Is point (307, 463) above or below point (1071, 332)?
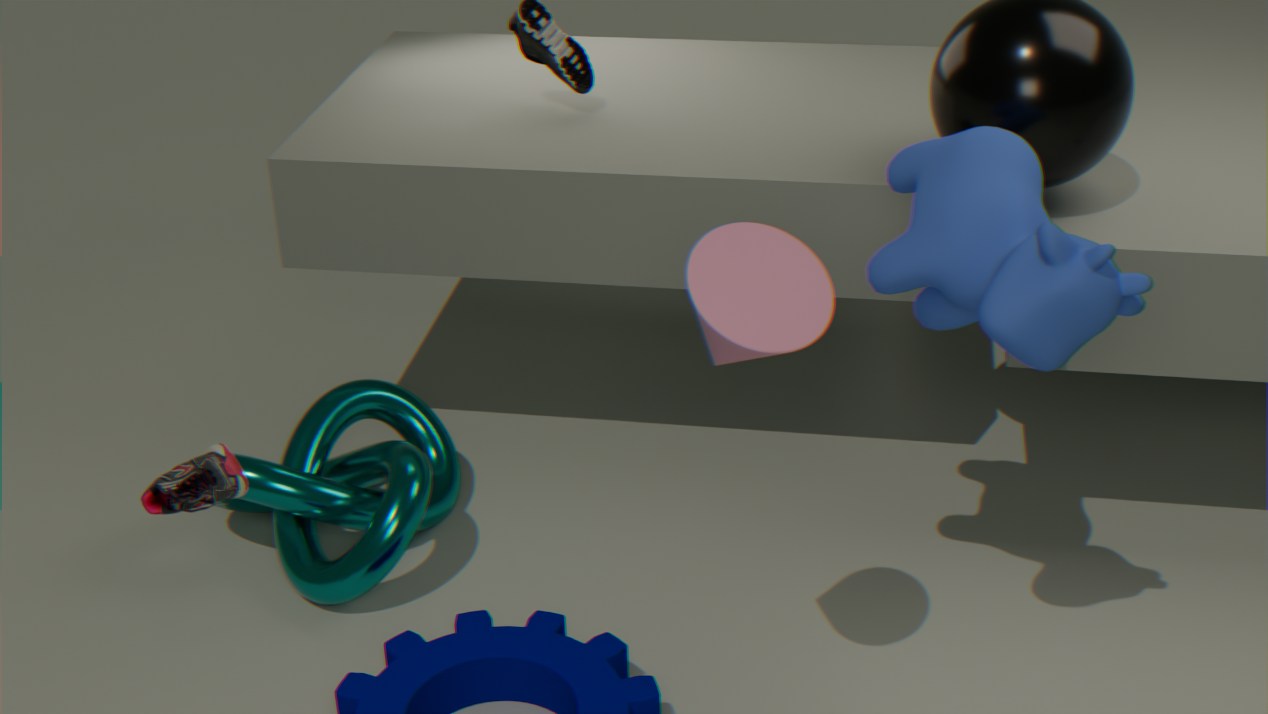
below
